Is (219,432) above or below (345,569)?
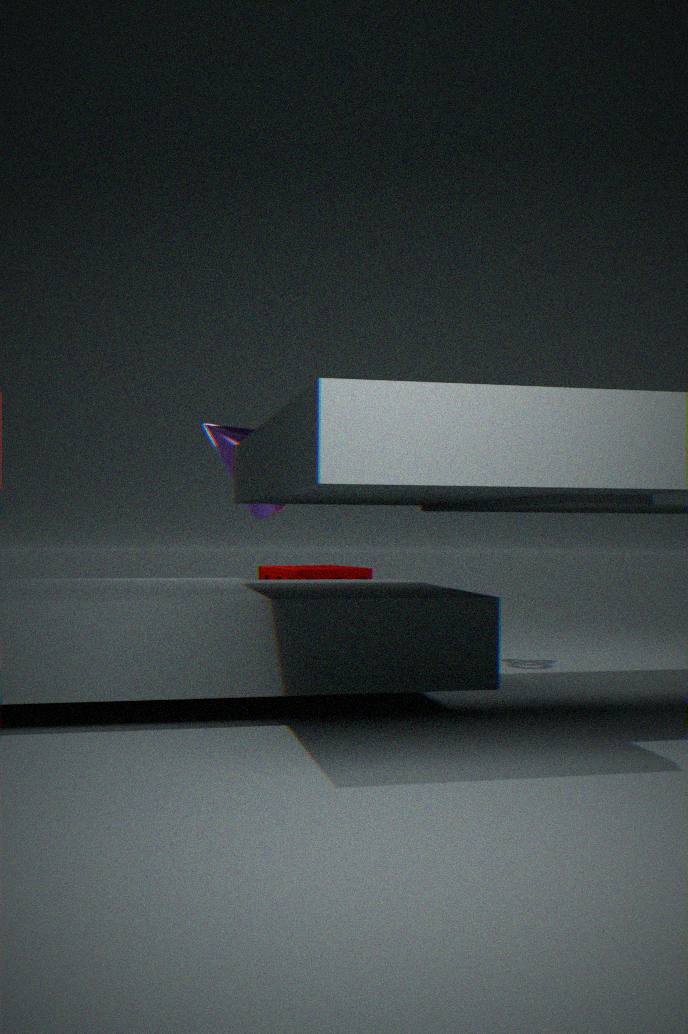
above
